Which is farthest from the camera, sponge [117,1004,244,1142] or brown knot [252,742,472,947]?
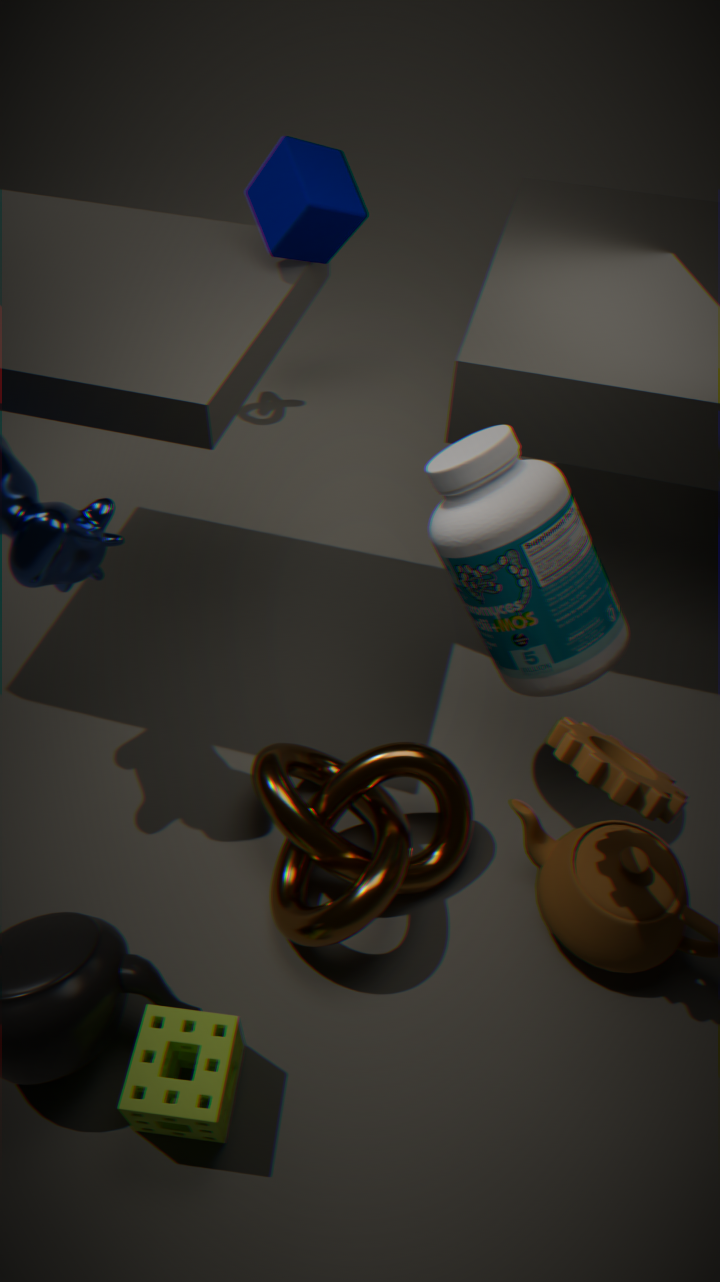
brown knot [252,742,472,947]
